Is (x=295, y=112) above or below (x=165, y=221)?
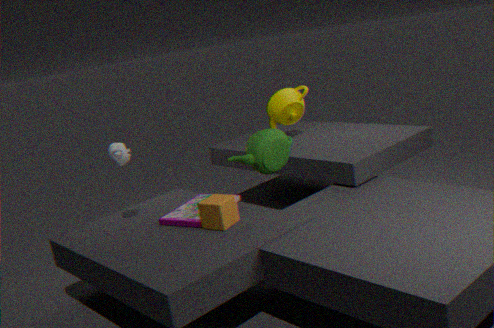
above
